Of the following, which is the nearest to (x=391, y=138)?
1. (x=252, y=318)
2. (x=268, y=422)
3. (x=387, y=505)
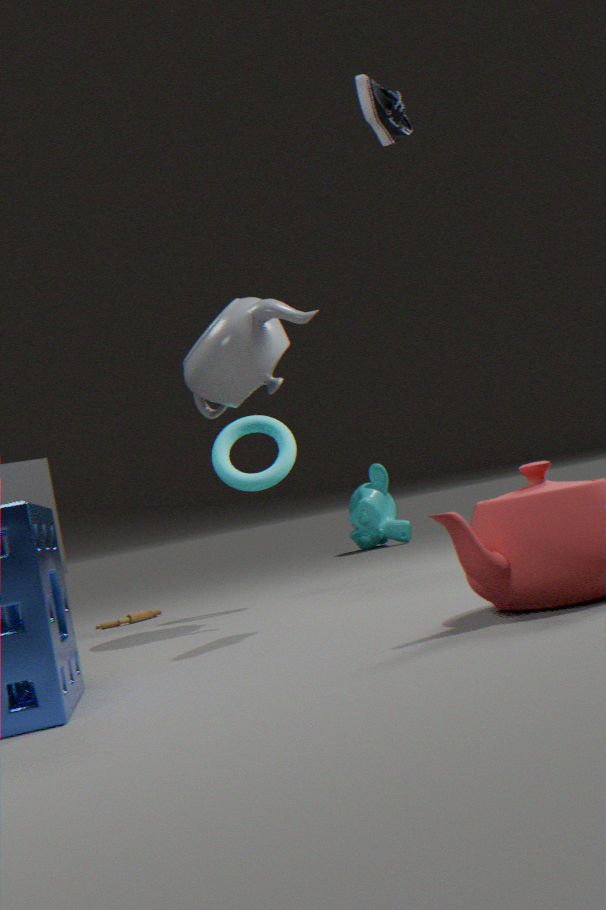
(x=252, y=318)
